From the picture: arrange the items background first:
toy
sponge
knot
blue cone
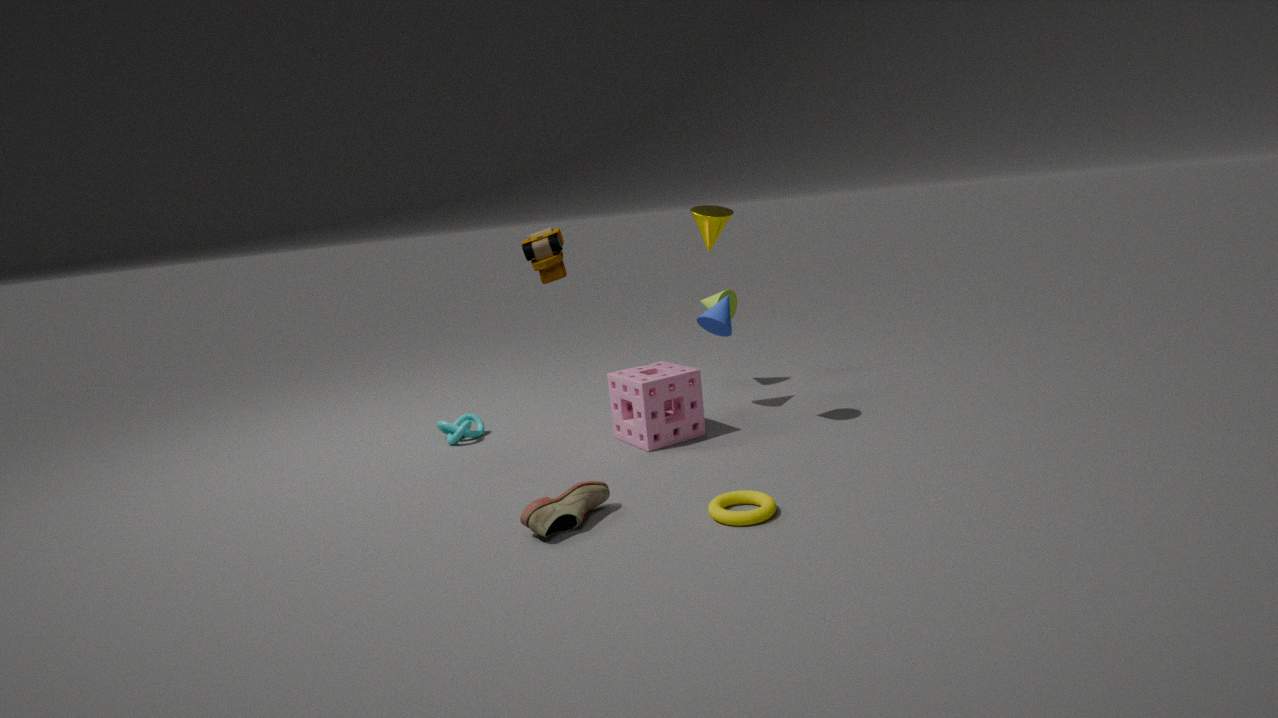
knot
blue cone
toy
sponge
